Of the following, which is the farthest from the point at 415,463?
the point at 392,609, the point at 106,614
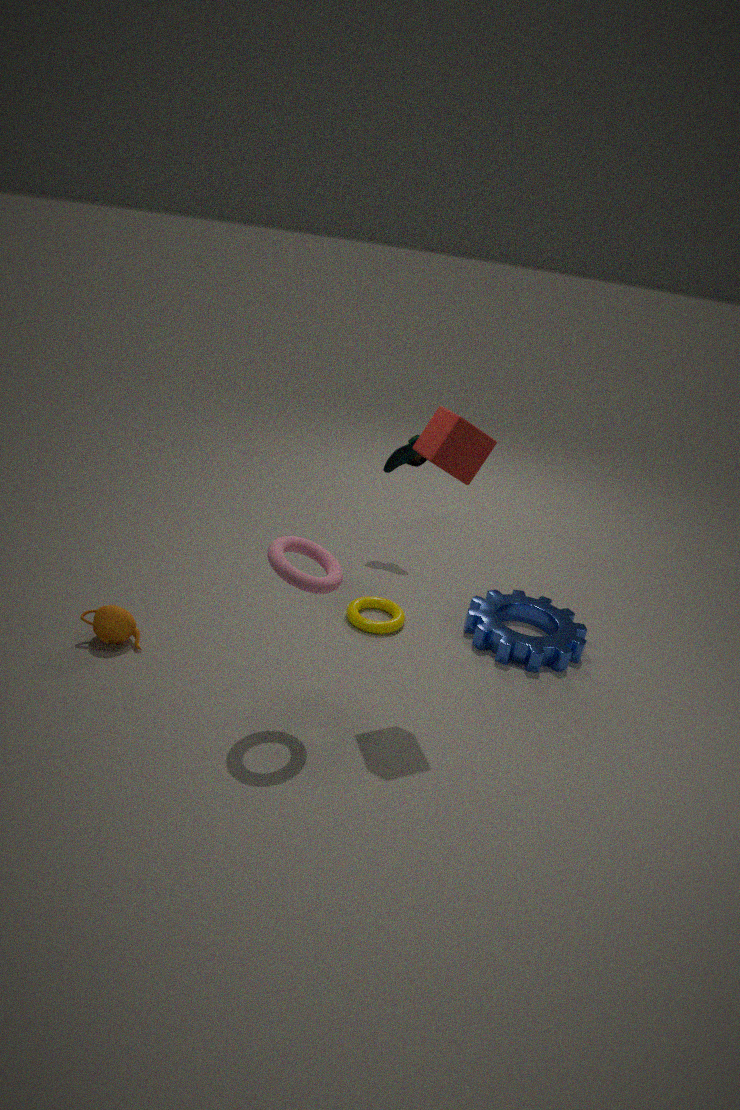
the point at 106,614
